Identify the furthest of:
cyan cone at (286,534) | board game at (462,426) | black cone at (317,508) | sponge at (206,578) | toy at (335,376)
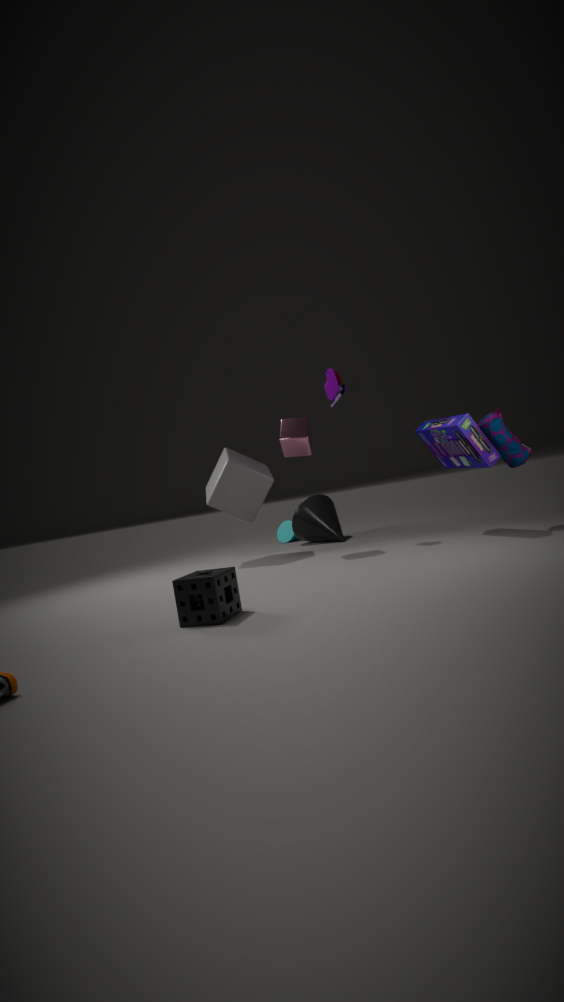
cyan cone at (286,534)
